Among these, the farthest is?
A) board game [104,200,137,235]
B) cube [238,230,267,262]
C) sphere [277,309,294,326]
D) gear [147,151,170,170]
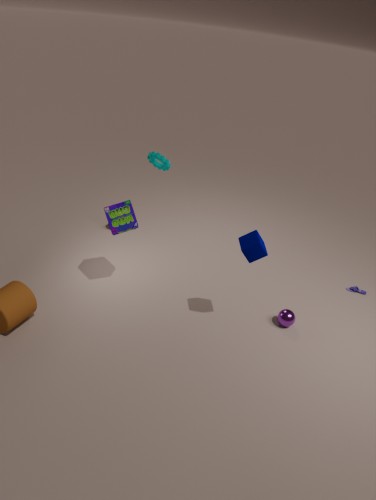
gear [147,151,170,170]
